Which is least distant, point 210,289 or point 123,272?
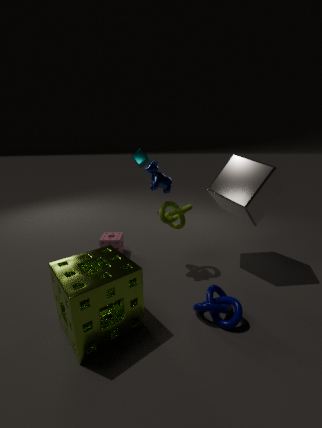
point 123,272
